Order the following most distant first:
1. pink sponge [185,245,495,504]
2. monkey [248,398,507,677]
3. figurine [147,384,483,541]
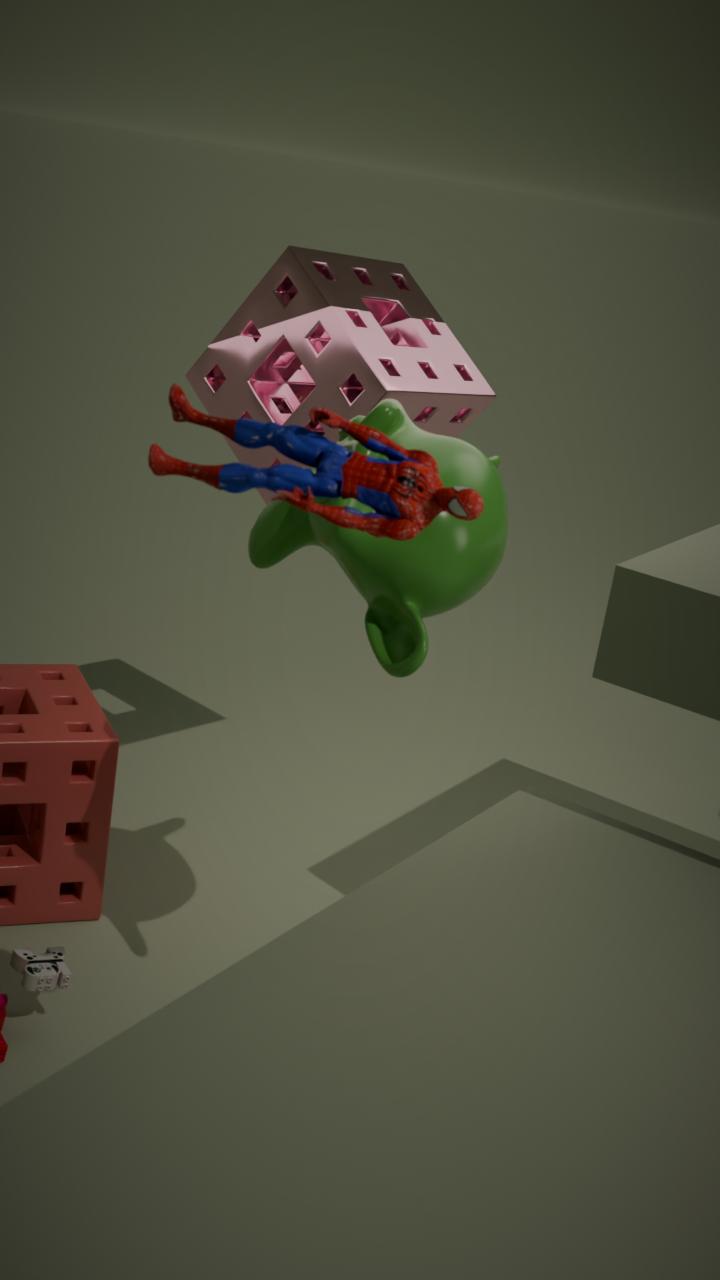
1. pink sponge [185,245,495,504]
2. monkey [248,398,507,677]
3. figurine [147,384,483,541]
